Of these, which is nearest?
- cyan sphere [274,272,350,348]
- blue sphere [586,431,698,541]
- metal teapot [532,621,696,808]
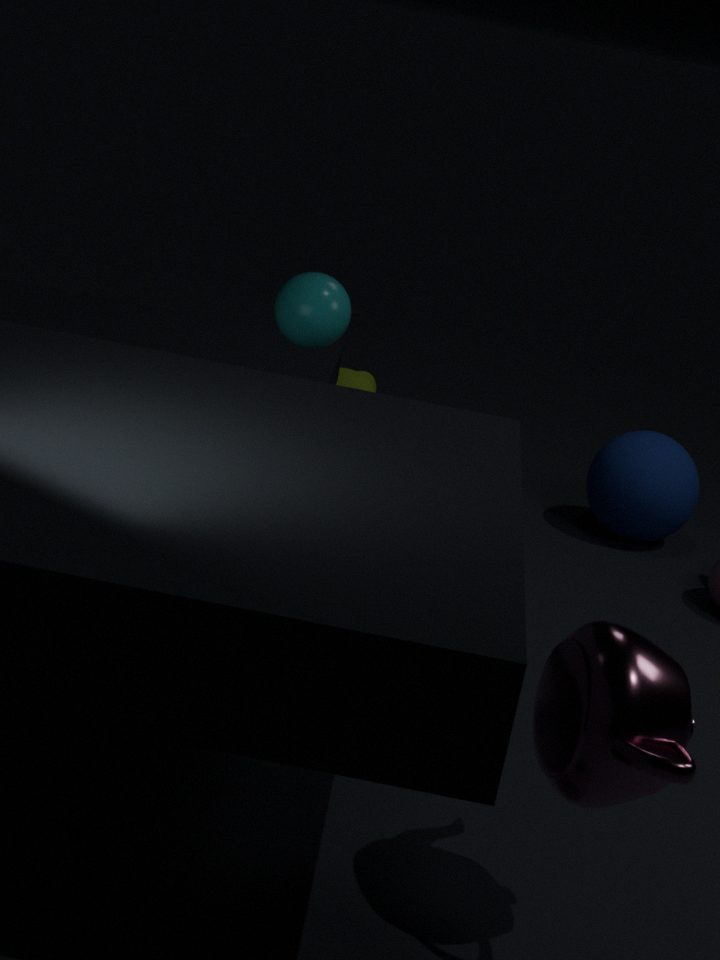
metal teapot [532,621,696,808]
